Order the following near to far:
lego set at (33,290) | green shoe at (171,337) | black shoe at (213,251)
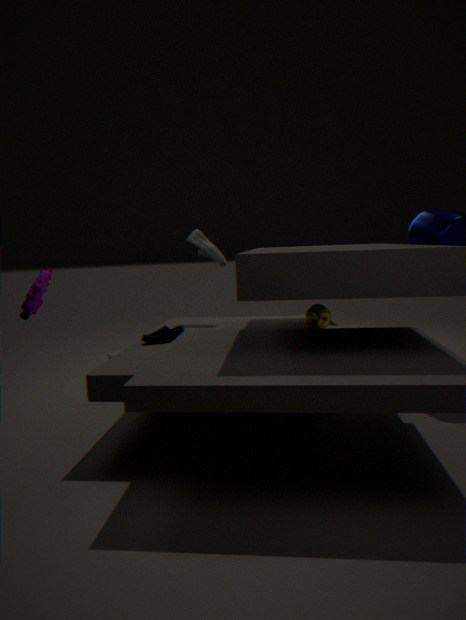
lego set at (33,290) < green shoe at (171,337) < black shoe at (213,251)
